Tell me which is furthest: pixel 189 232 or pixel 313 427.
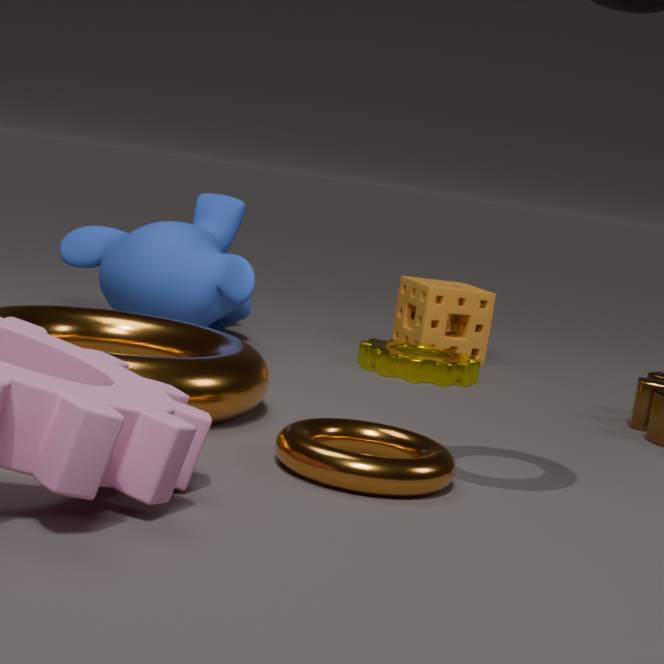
pixel 189 232
